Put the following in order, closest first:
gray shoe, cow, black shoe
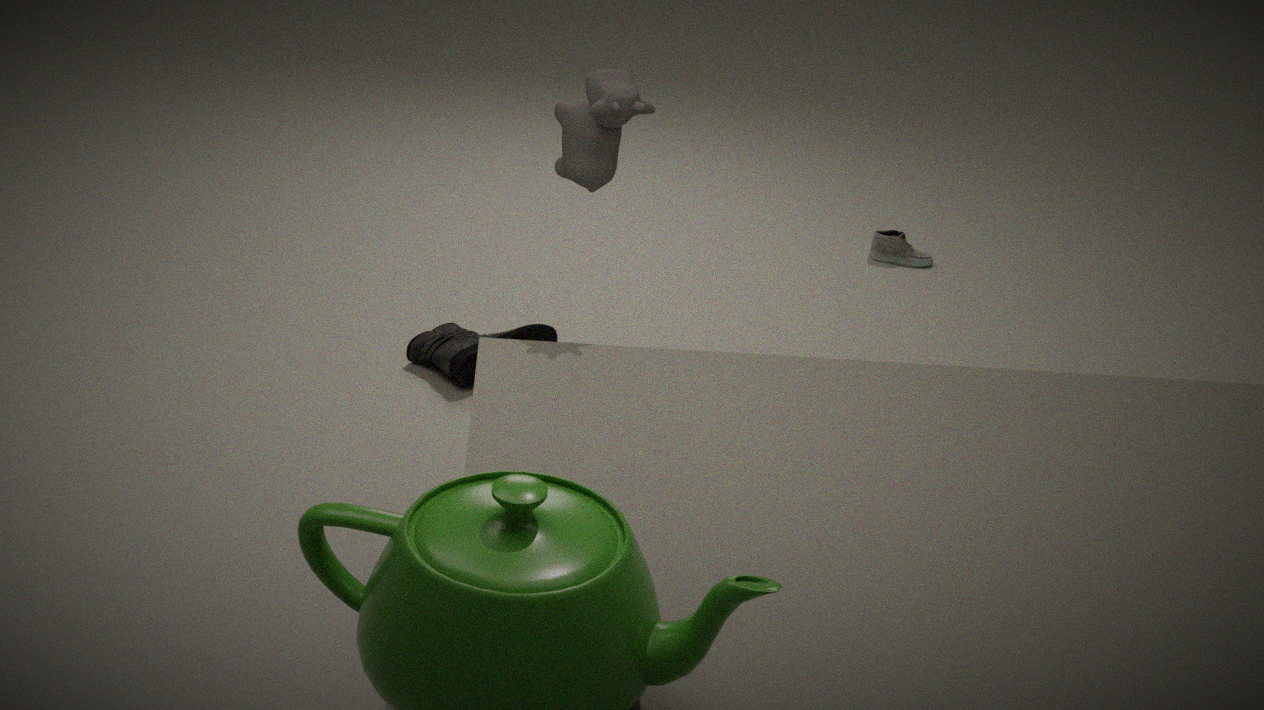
cow < black shoe < gray shoe
